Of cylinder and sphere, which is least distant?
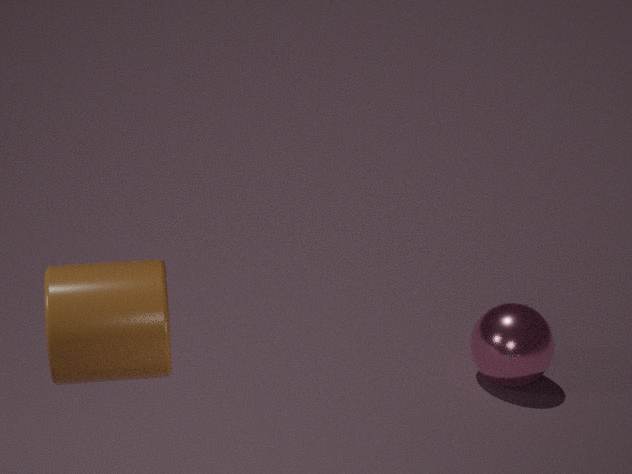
cylinder
